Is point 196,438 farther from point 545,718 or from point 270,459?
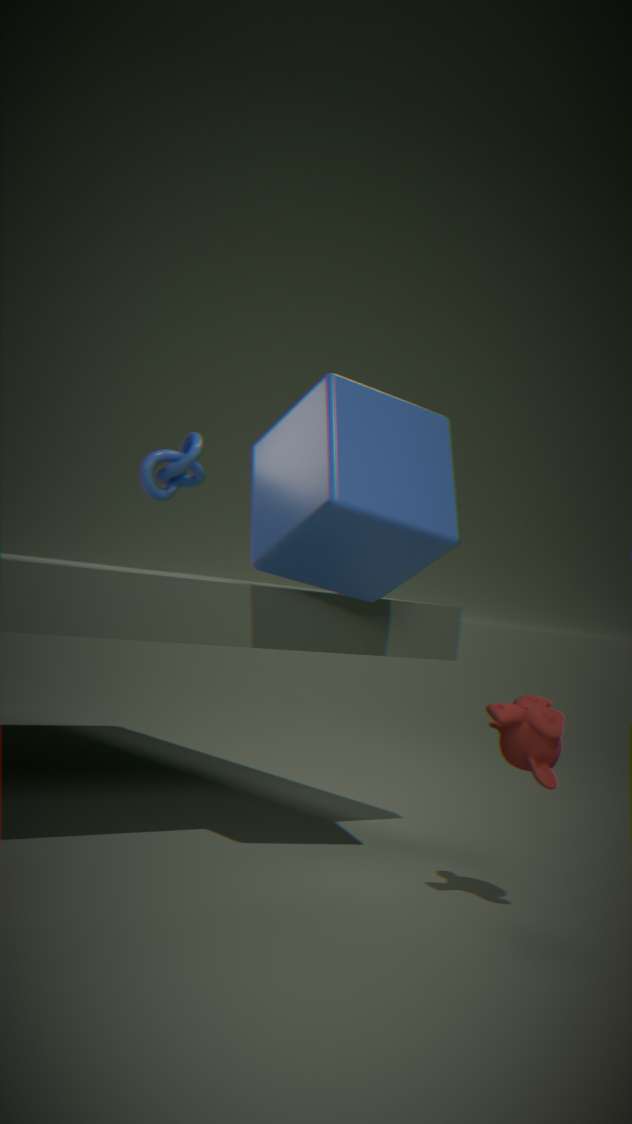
point 545,718
